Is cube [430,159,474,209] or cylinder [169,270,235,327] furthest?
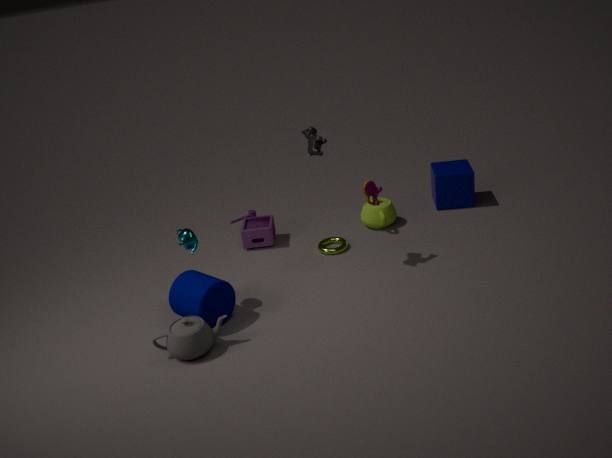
cube [430,159,474,209]
